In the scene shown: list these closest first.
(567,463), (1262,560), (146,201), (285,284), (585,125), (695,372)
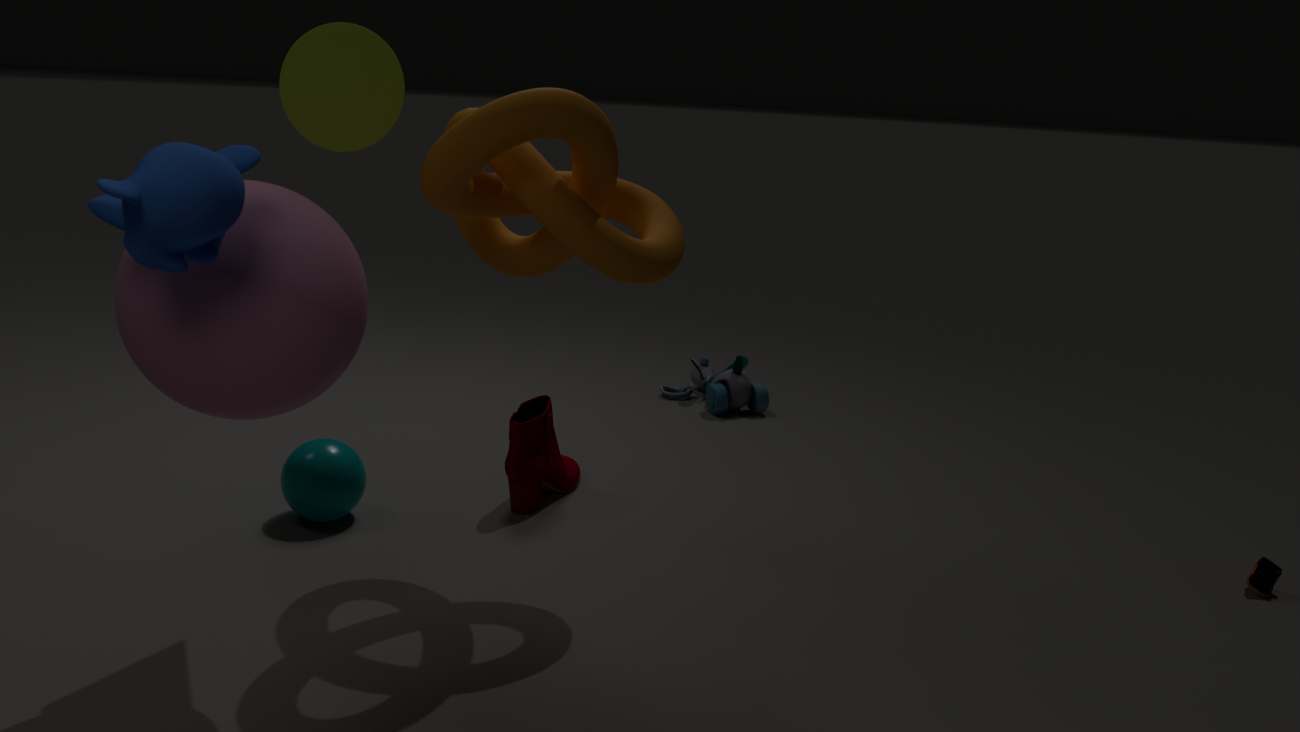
1. (146,201)
2. (285,284)
3. (585,125)
4. (1262,560)
5. (567,463)
6. (695,372)
